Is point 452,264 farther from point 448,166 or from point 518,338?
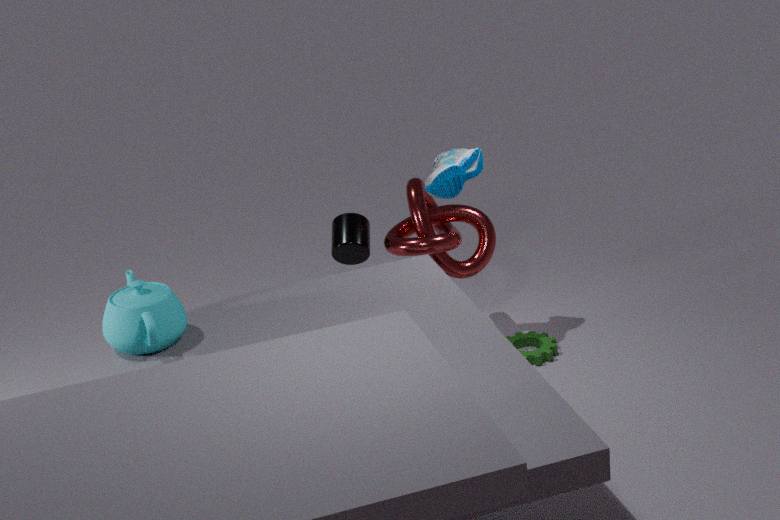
point 518,338
